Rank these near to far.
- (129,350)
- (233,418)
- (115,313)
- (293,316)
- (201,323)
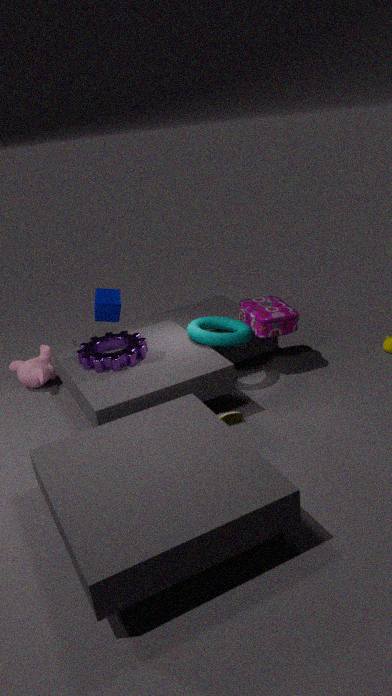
(115,313) → (233,418) → (129,350) → (293,316) → (201,323)
